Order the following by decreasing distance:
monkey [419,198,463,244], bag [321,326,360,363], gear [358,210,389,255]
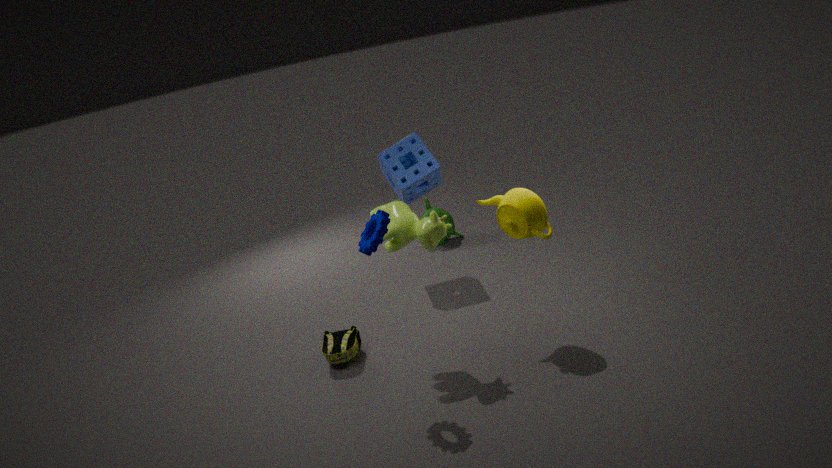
monkey [419,198,463,244] < bag [321,326,360,363] < gear [358,210,389,255]
